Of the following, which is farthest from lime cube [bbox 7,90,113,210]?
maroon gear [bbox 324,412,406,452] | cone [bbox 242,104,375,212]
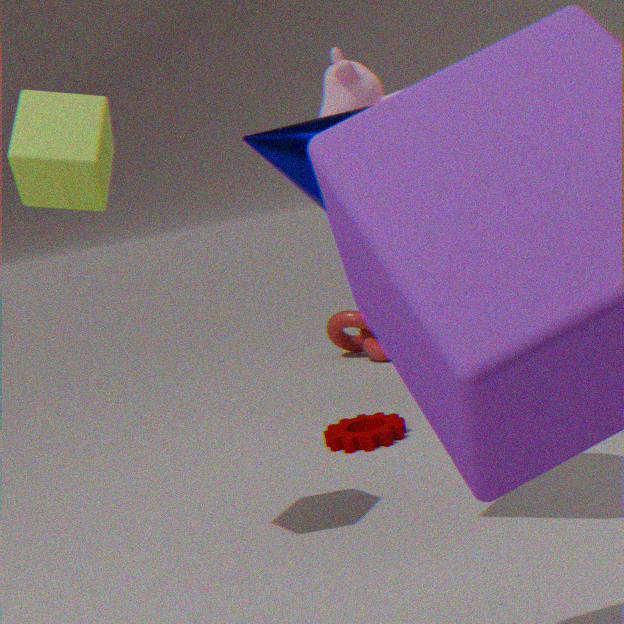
maroon gear [bbox 324,412,406,452]
